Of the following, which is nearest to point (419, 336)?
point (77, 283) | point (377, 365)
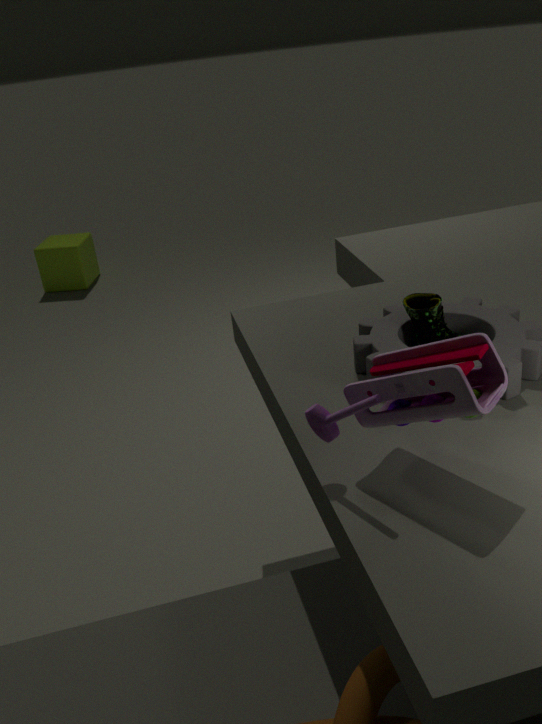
point (377, 365)
